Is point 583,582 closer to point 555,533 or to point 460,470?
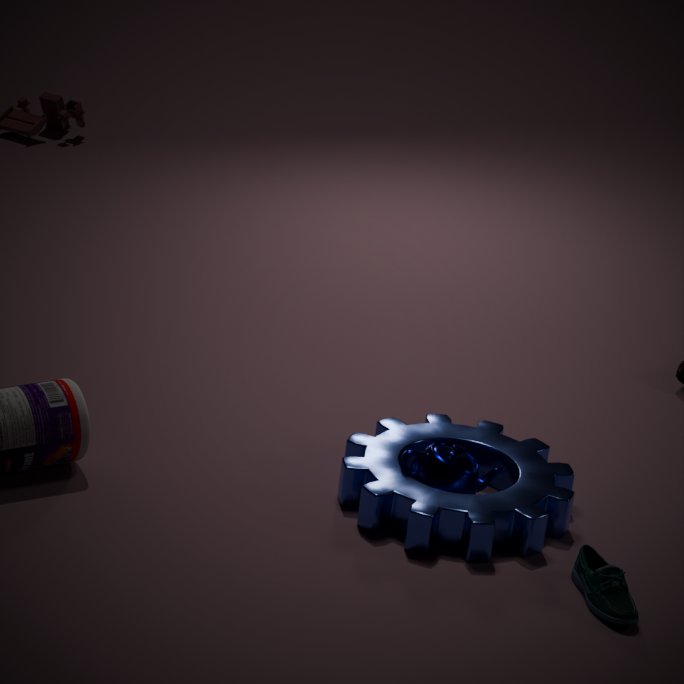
point 555,533
